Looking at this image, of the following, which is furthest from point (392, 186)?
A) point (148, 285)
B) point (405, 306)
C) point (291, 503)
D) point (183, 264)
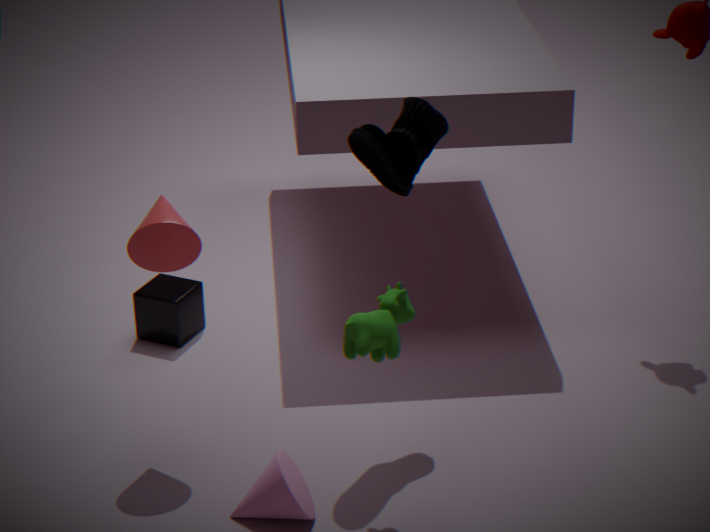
point (148, 285)
